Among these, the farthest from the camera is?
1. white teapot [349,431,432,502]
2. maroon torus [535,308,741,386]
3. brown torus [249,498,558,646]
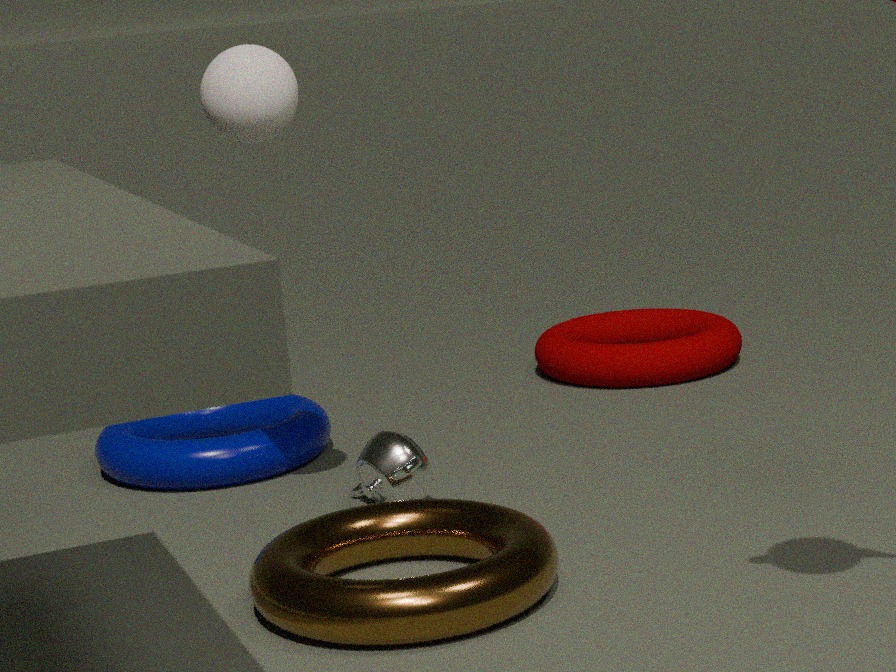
maroon torus [535,308,741,386]
